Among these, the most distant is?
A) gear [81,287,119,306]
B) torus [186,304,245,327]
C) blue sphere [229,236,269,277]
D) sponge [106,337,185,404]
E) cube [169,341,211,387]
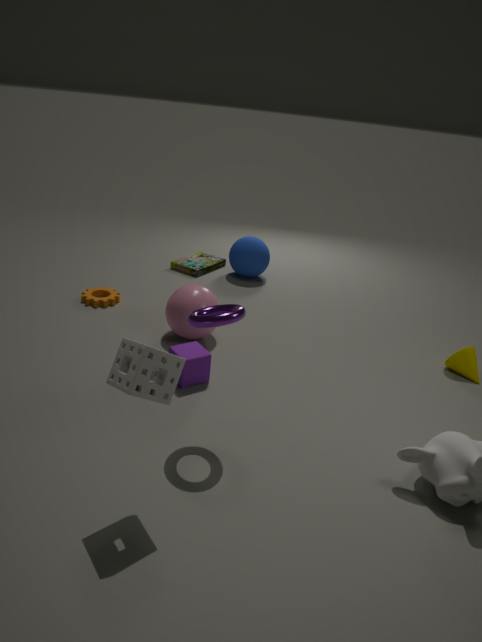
blue sphere [229,236,269,277]
